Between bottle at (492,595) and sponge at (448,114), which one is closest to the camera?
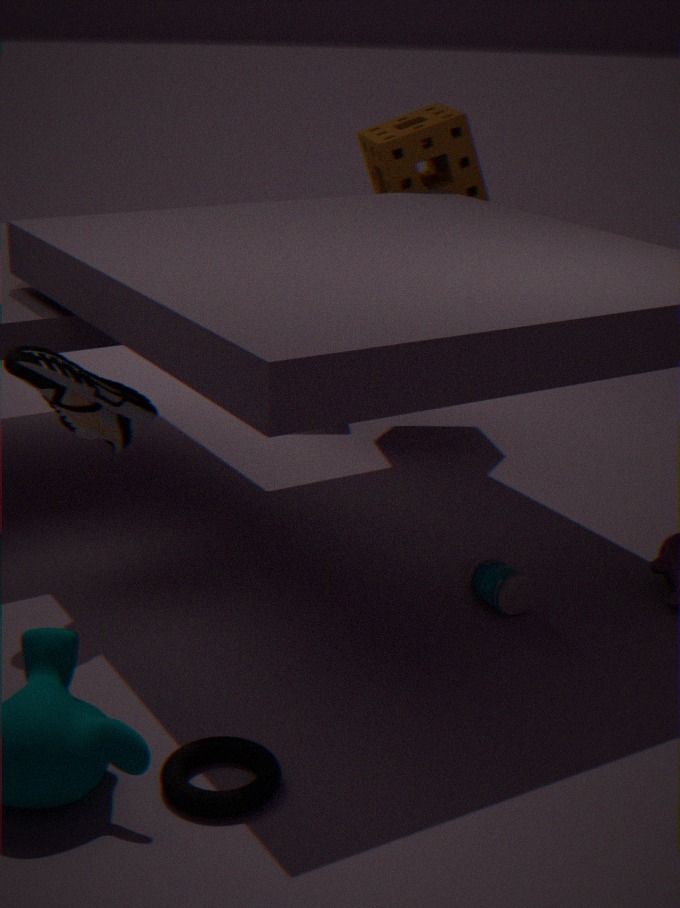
bottle at (492,595)
